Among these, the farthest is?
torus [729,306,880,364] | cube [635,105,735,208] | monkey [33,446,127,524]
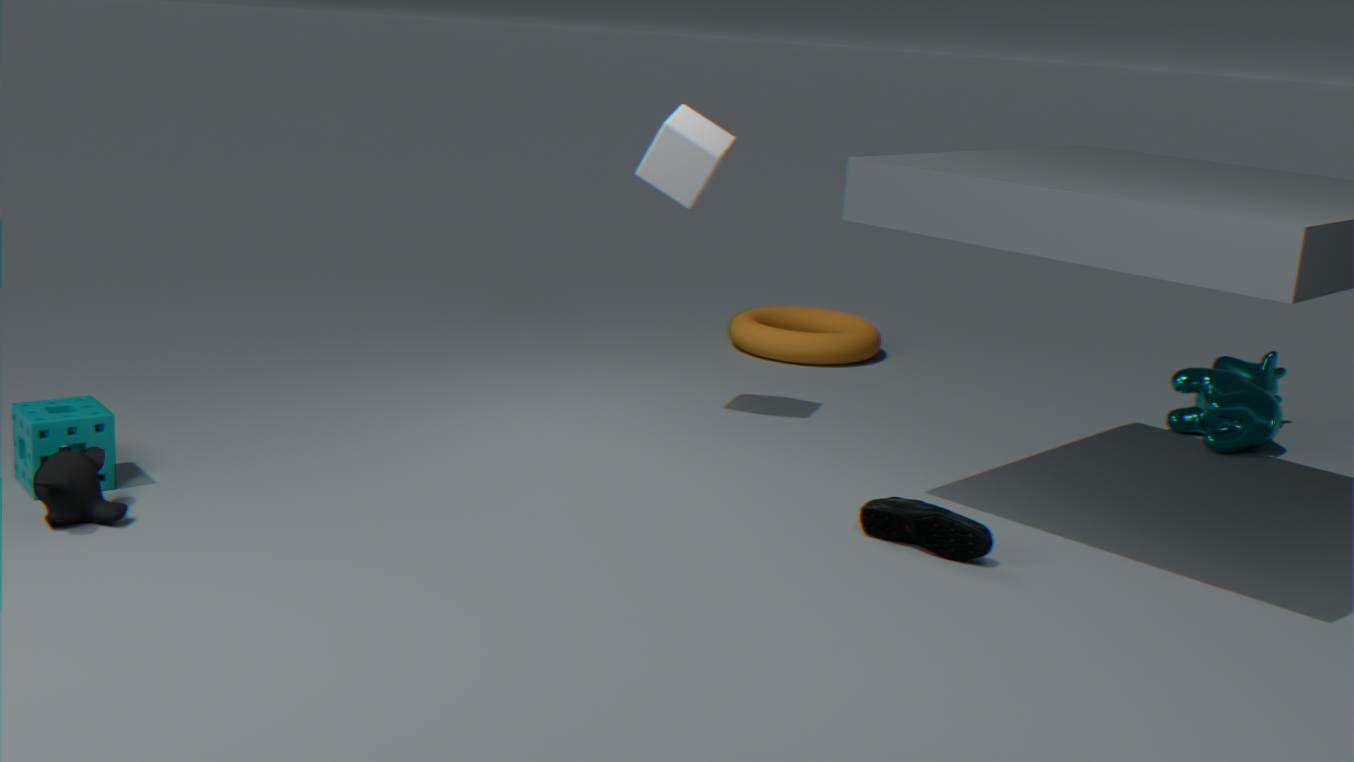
torus [729,306,880,364]
